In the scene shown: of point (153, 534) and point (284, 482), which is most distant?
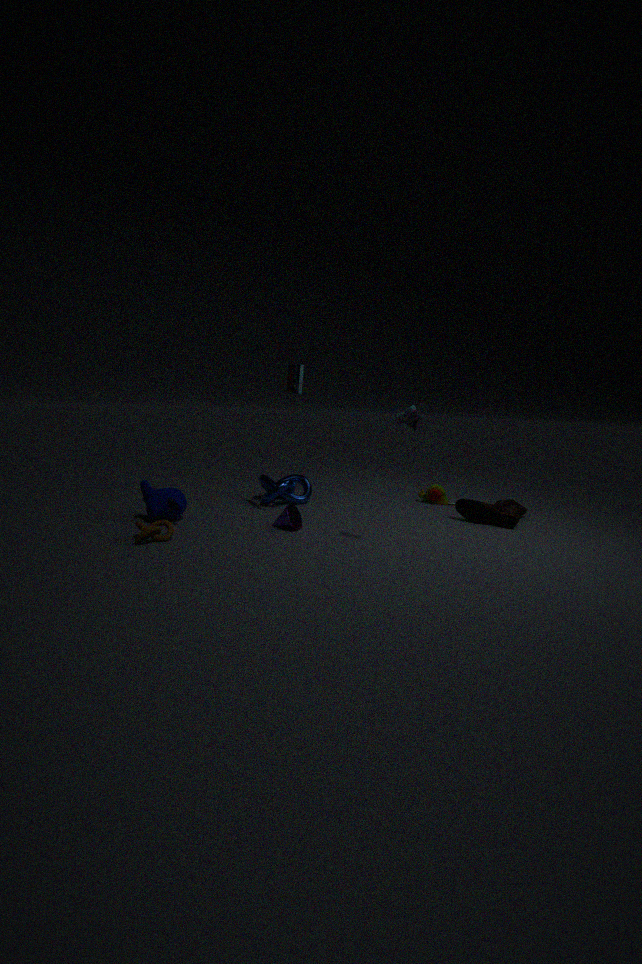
point (284, 482)
